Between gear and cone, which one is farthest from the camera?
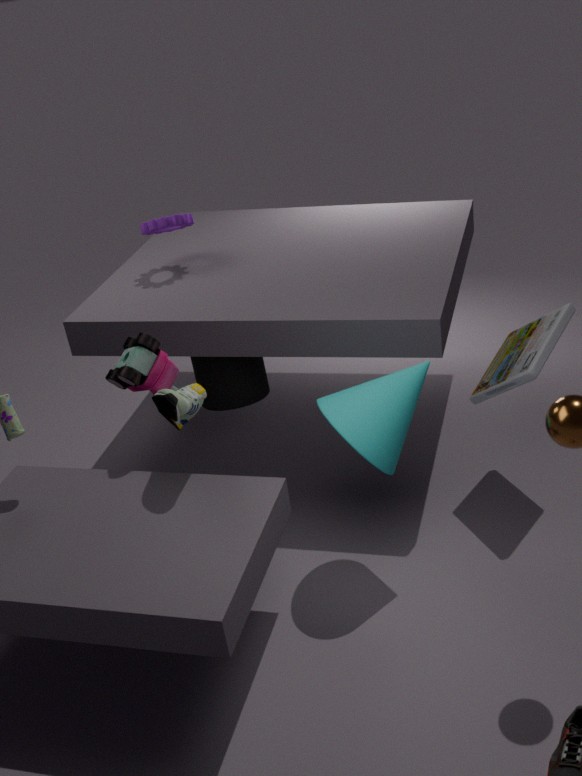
gear
